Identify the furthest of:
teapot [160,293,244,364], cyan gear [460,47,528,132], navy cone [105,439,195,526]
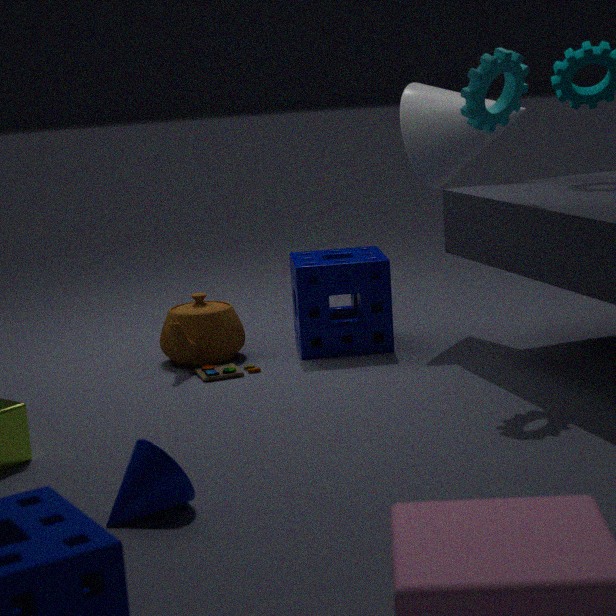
teapot [160,293,244,364]
